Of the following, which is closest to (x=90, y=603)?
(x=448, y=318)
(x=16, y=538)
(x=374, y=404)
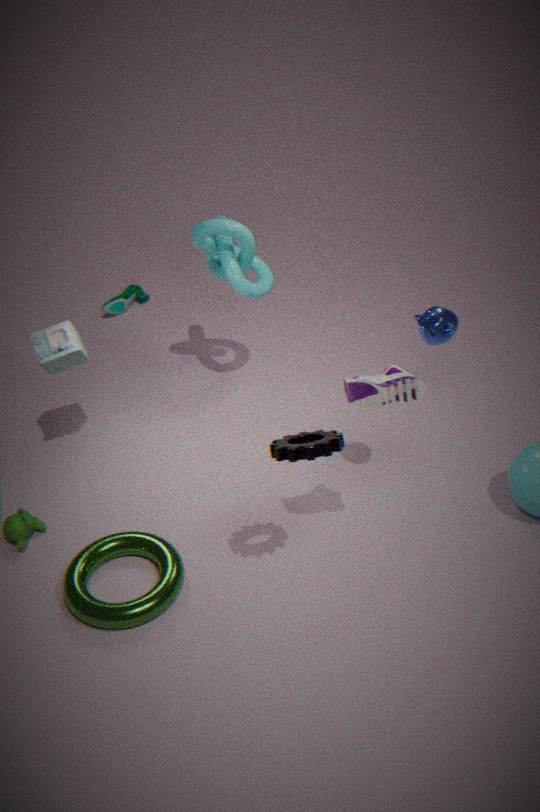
(x=16, y=538)
